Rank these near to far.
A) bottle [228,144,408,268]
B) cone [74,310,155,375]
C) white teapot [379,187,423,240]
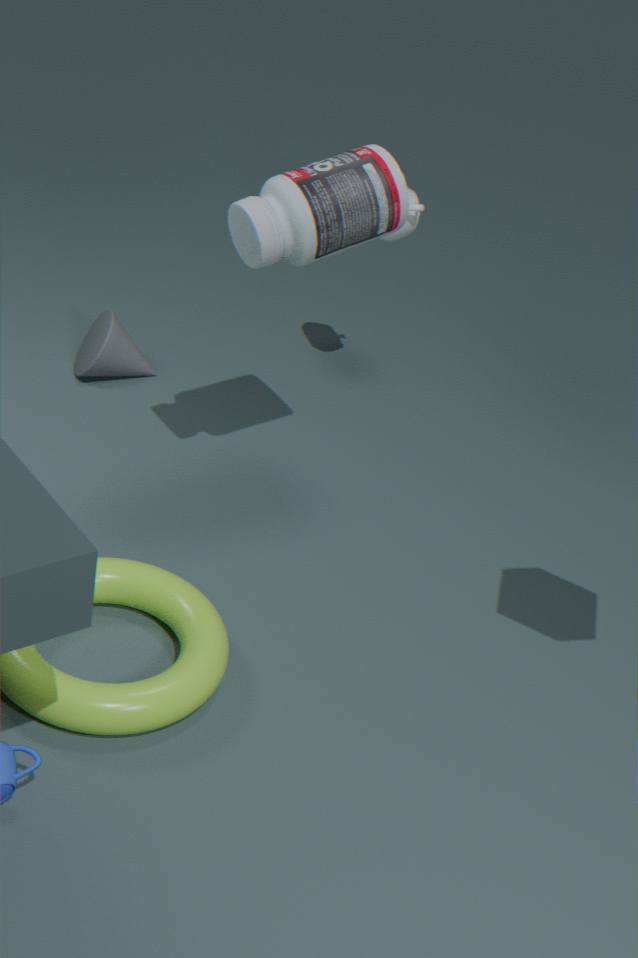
bottle [228,144,408,268] → white teapot [379,187,423,240] → cone [74,310,155,375]
